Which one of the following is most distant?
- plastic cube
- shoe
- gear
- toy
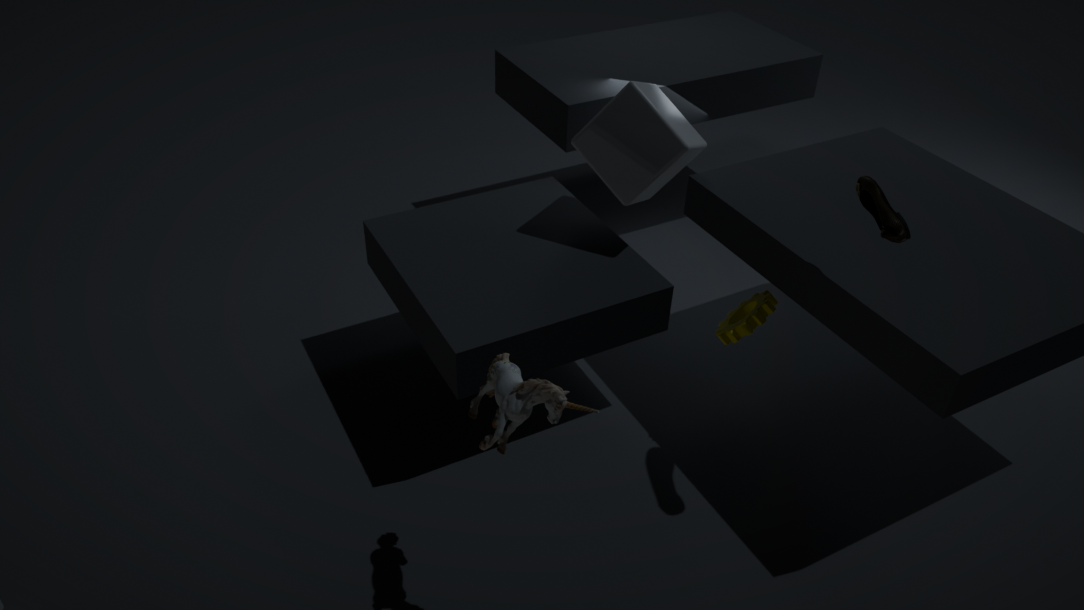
plastic cube
